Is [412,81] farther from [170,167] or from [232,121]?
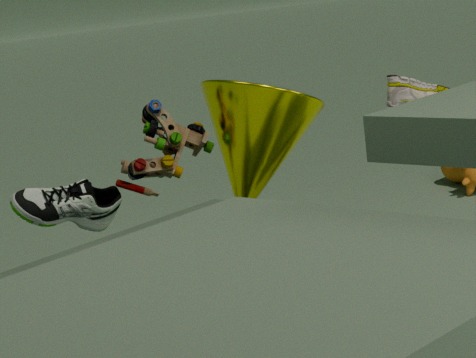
[170,167]
